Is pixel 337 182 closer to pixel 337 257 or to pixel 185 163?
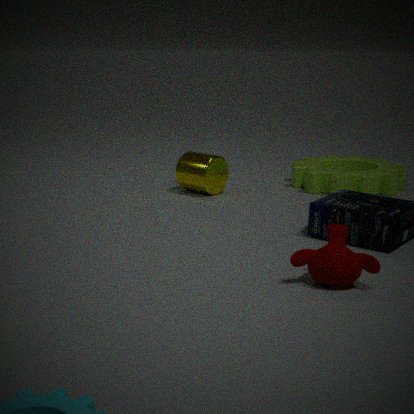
pixel 185 163
